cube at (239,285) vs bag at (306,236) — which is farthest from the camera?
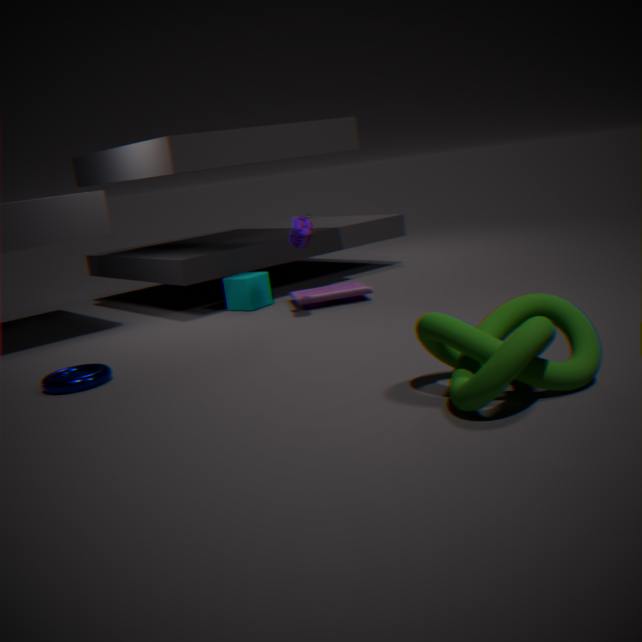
cube at (239,285)
